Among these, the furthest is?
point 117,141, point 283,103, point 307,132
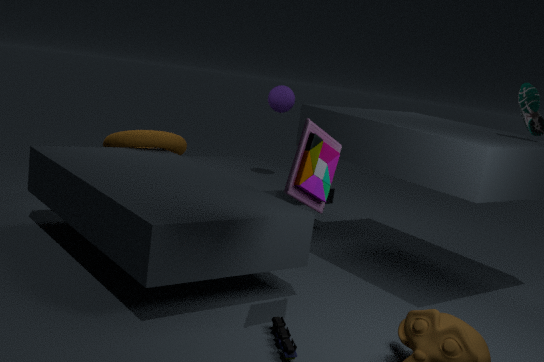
point 283,103
